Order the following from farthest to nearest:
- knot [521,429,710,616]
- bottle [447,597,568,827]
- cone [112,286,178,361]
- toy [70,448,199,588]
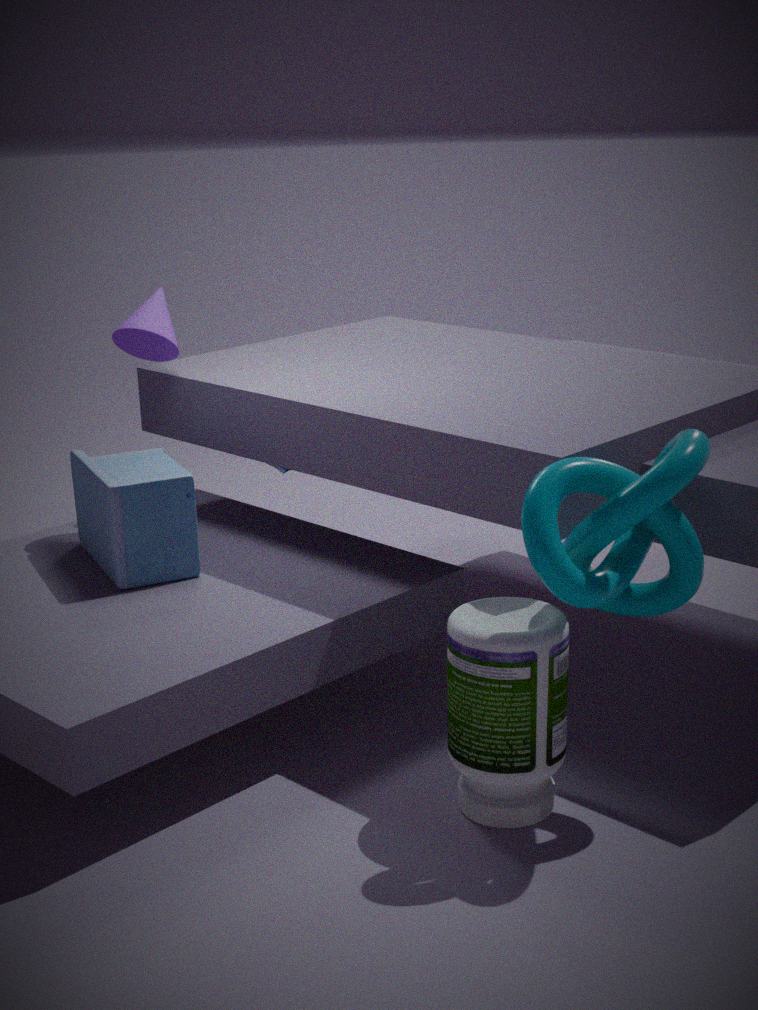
1. cone [112,286,178,361]
2. toy [70,448,199,588]
3. bottle [447,597,568,827]
4. knot [521,429,710,616]
